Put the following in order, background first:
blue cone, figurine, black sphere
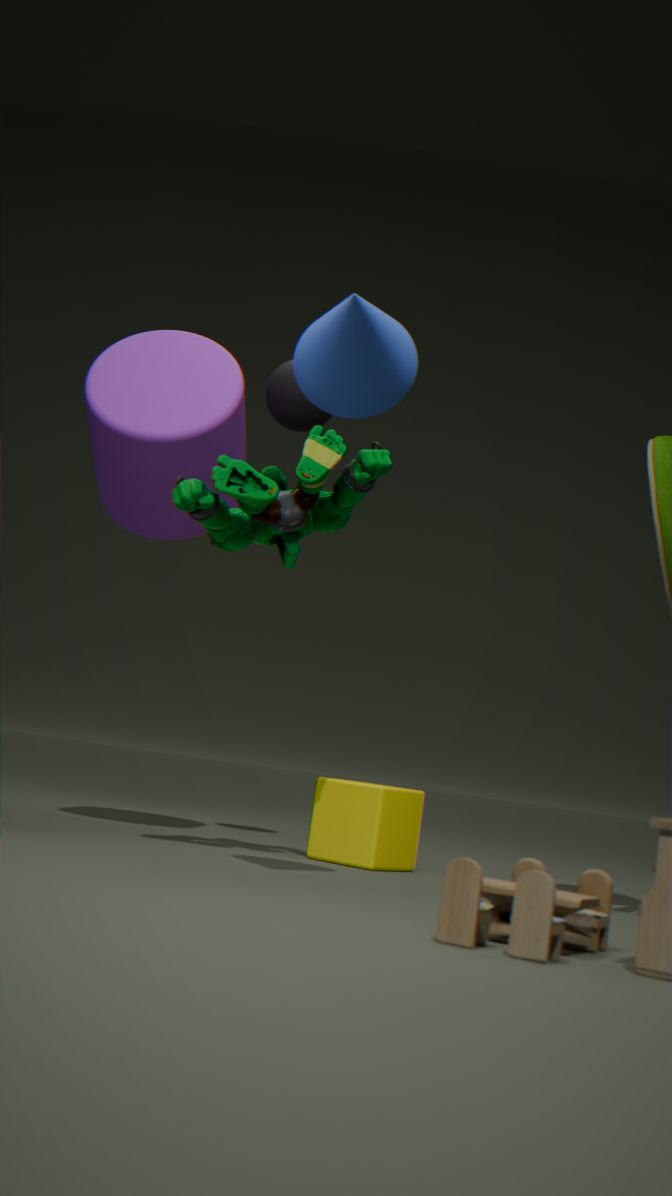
black sphere → figurine → blue cone
